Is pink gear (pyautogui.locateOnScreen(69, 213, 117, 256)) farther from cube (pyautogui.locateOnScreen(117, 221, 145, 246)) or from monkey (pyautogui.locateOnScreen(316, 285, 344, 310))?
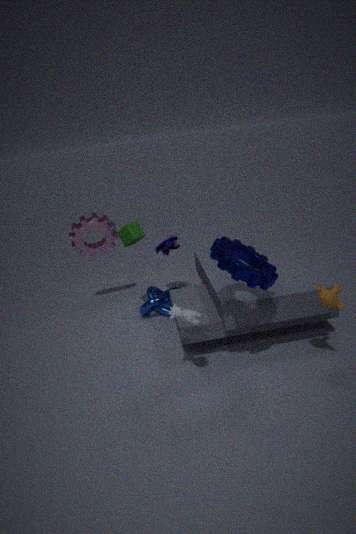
monkey (pyautogui.locateOnScreen(316, 285, 344, 310))
